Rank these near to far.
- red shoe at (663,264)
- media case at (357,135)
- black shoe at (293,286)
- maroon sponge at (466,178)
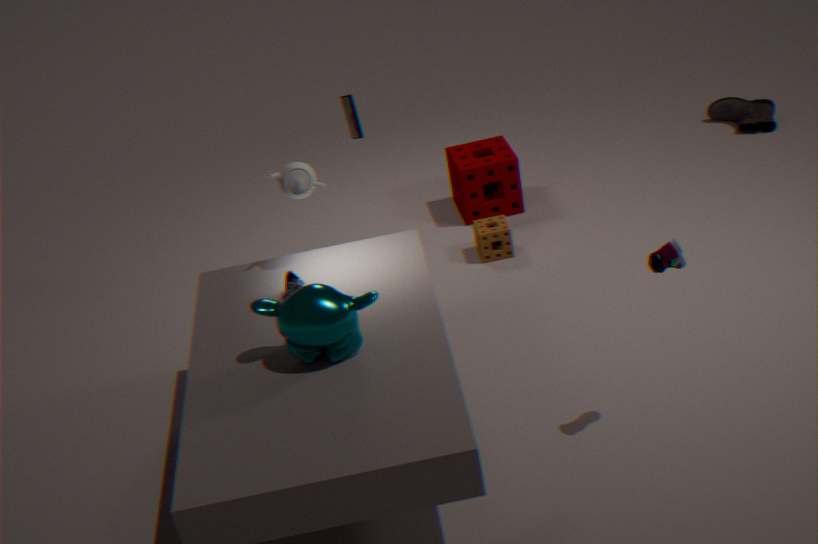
red shoe at (663,264) → black shoe at (293,286) → media case at (357,135) → maroon sponge at (466,178)
